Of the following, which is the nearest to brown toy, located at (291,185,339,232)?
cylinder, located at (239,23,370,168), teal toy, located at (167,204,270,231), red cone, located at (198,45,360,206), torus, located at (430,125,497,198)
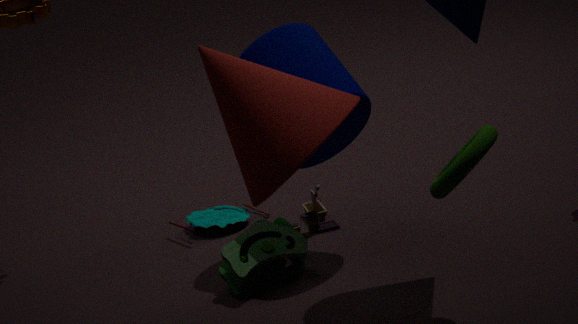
teal toy, located at (167,204,270,231)
